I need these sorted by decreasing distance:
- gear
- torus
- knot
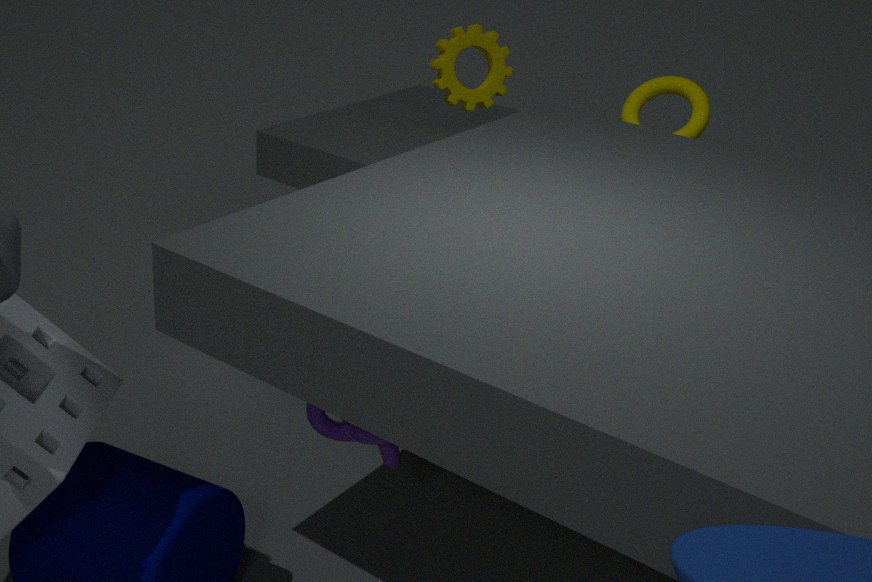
1. gear
2. torus
3. knot
